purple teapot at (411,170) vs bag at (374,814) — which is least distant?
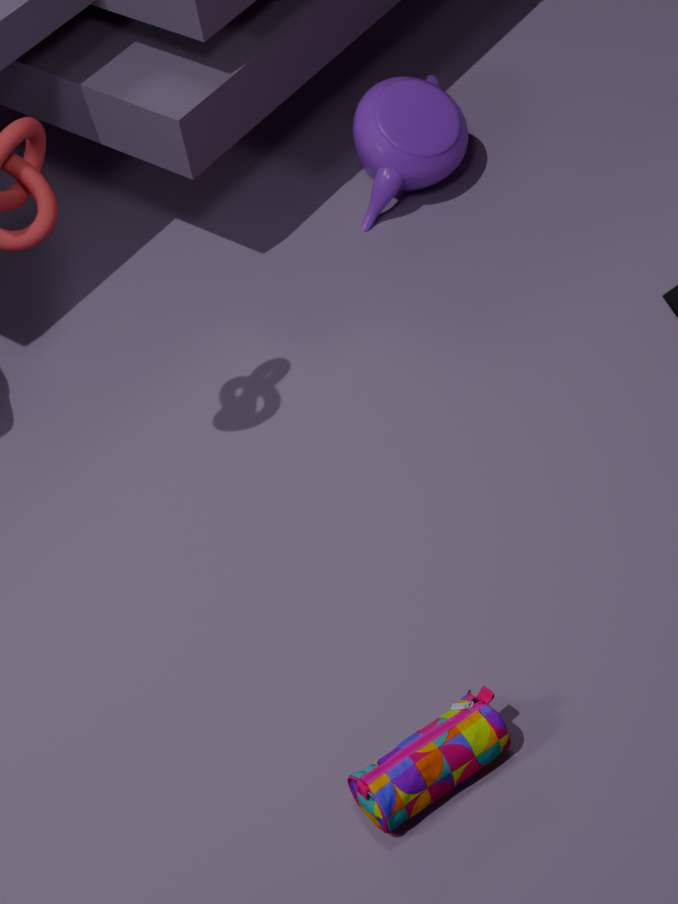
bag at (374,814)
